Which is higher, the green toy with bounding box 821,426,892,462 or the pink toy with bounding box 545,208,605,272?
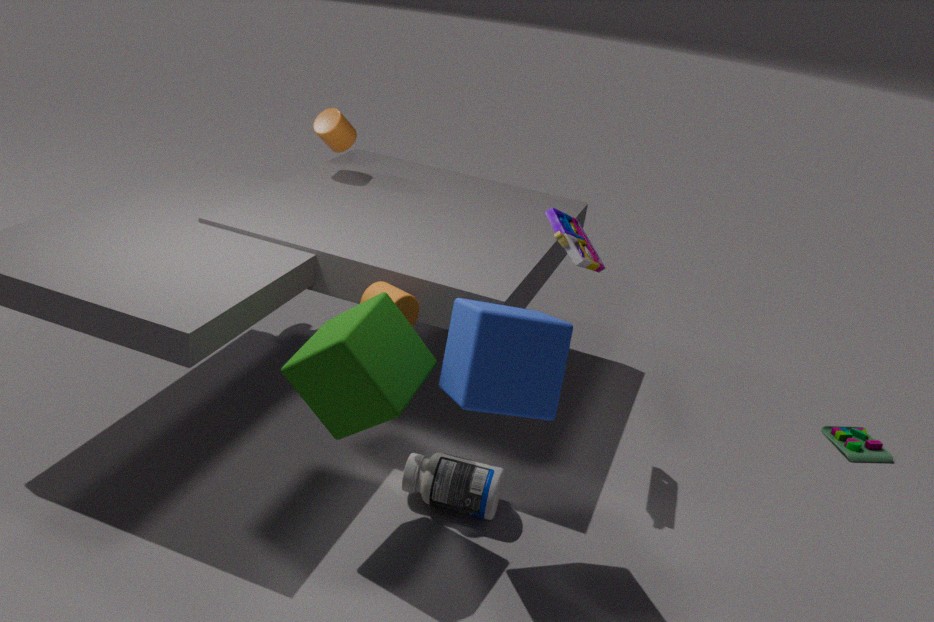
the pink toy with bounding box 545,208,605,272
